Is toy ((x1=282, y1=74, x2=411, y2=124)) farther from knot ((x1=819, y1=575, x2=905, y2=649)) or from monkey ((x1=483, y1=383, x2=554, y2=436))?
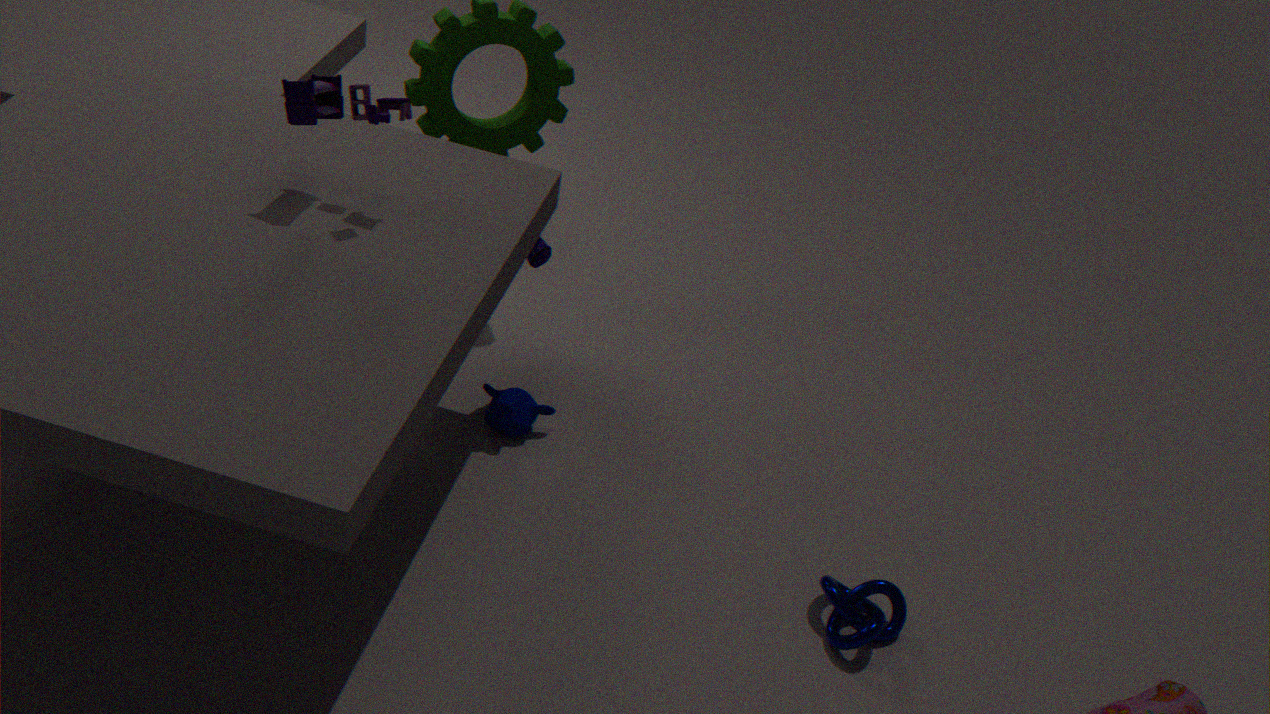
knot ((x1=819, y1=575, x2=905, y2=649))
